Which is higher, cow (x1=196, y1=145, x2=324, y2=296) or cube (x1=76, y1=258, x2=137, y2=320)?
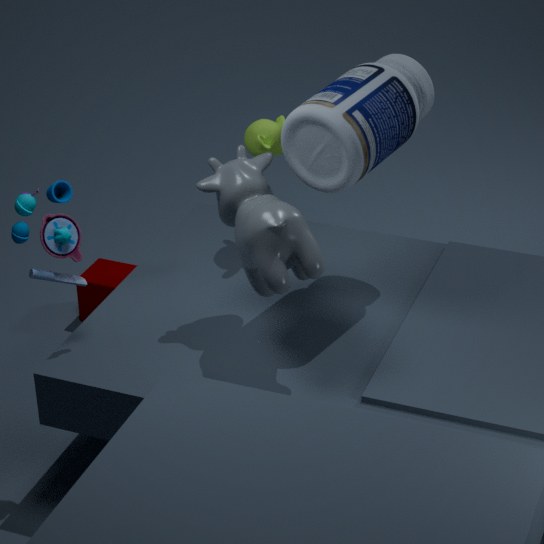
cow (x1=196, y1=145, x2=324, y2=296)
